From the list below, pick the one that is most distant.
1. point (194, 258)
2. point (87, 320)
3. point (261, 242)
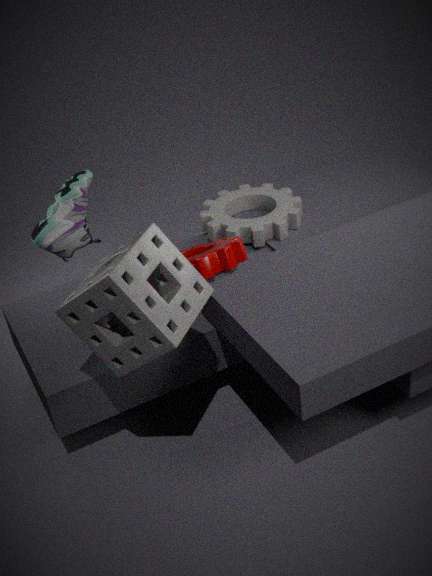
point (261, 242)
